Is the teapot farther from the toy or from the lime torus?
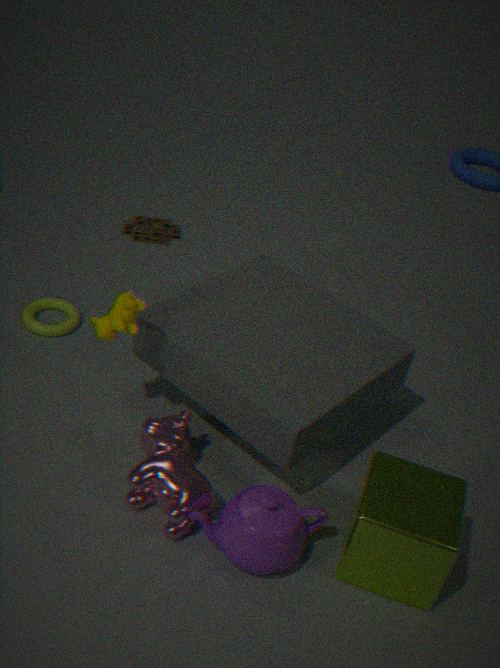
the toy
